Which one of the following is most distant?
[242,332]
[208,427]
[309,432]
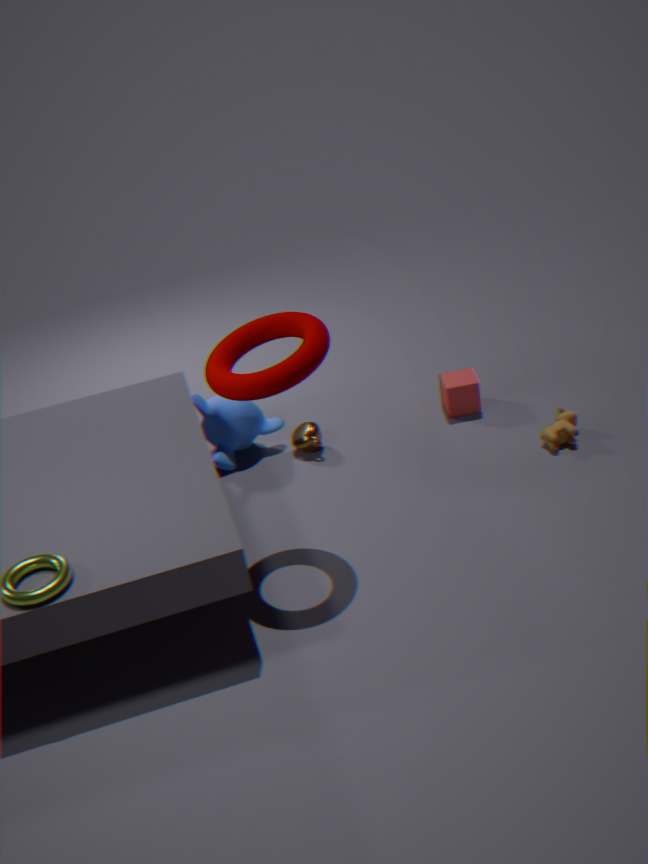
[208,427]
